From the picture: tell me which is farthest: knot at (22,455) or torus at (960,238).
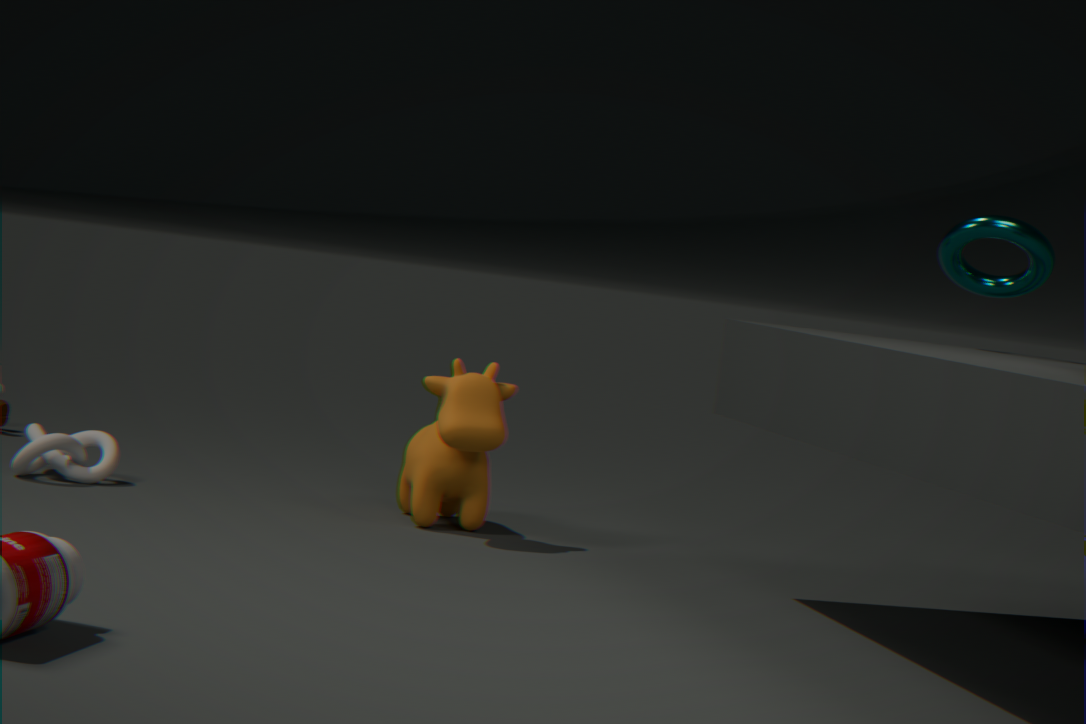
knot at (22,455)
